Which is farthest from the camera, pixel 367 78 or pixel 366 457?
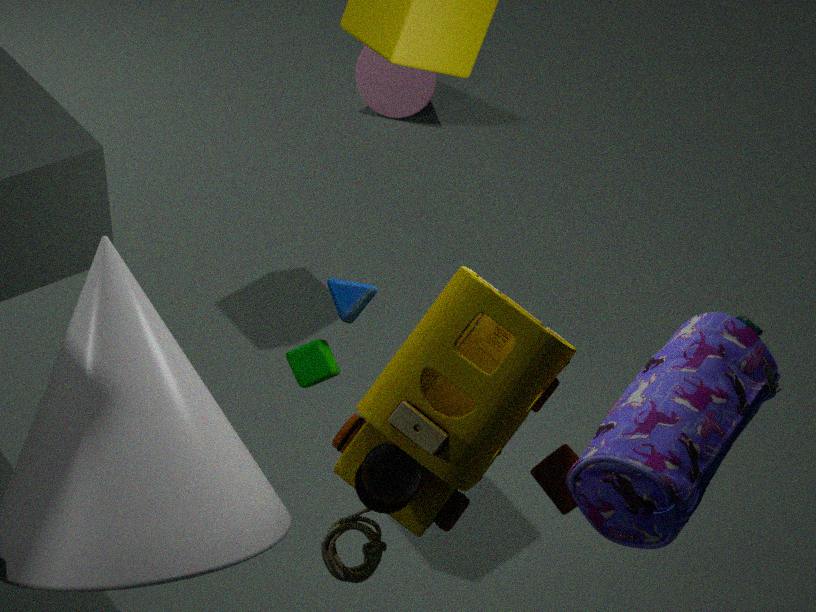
pixel 367 78
